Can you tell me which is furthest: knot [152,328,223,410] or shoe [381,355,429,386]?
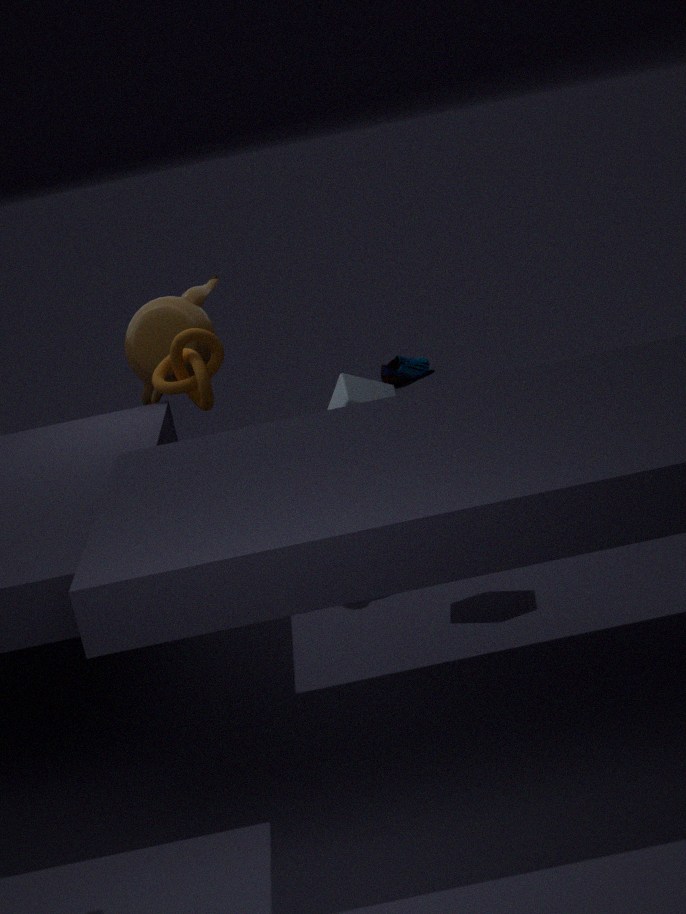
shoe [381,355,429,386]
